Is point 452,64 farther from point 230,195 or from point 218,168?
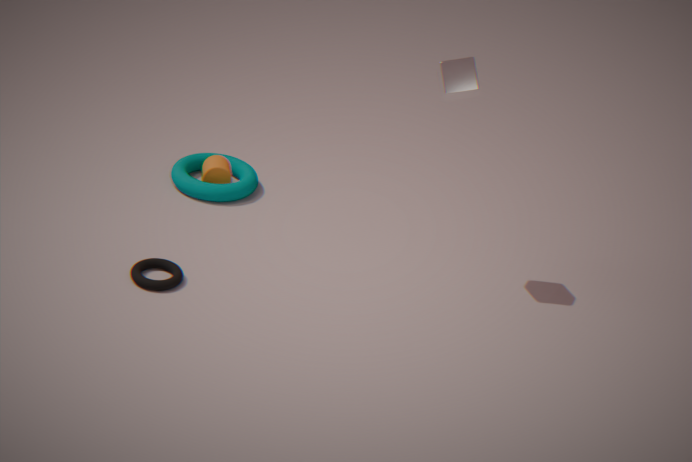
point 230,195
